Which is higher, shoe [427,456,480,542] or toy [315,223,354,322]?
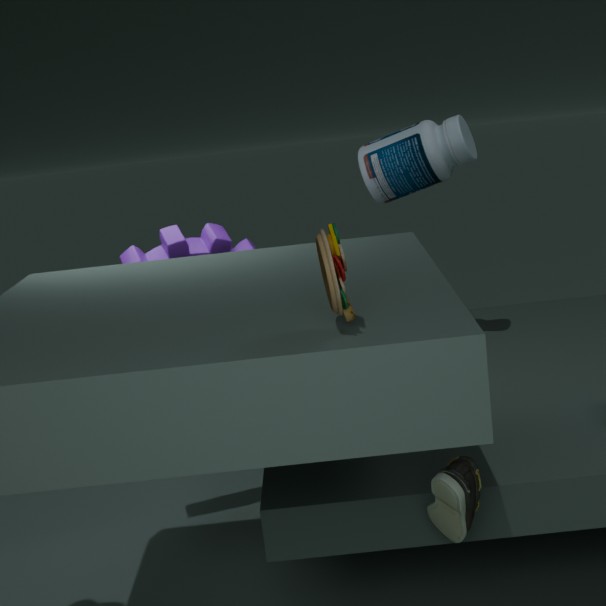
toy [315,223,354,322]
